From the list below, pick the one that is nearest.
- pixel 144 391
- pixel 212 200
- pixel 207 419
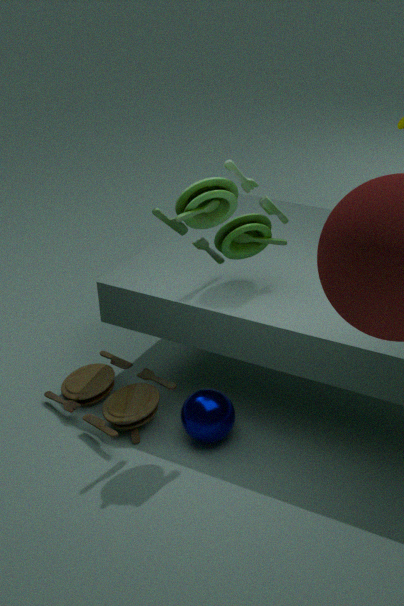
pixel 212 200
